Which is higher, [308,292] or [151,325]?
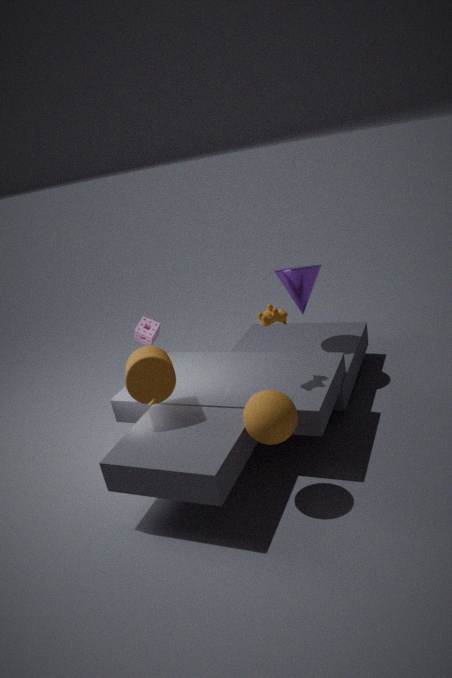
[308,292]
